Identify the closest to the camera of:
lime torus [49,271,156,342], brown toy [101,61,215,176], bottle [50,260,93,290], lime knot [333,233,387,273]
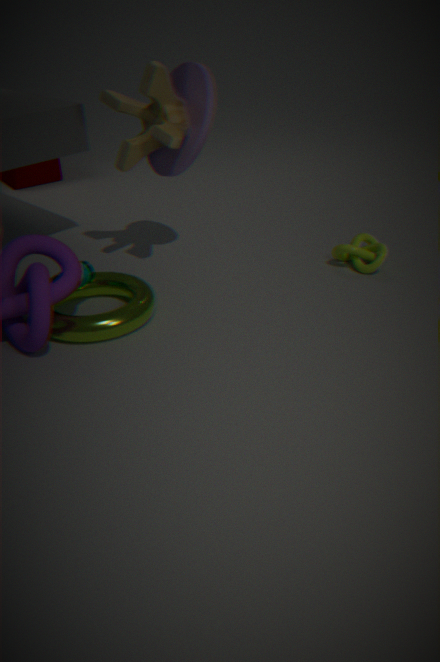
lime torus [49,271,156,342]
